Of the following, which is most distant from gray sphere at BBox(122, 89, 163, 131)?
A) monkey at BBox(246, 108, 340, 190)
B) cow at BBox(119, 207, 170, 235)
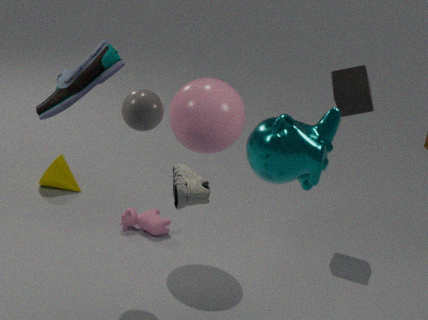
cow at BBox(119, 207, 170, 235)
